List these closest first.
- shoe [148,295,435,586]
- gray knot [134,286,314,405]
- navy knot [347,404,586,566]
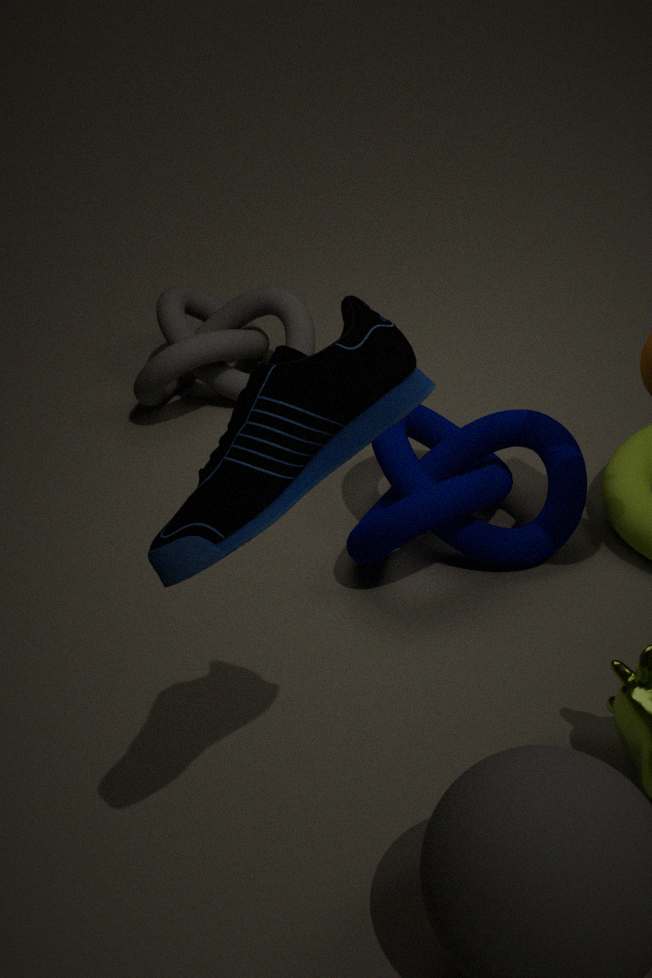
shoe [148,295,435,586], navy knot [347,404,586,566], gray knot [134,286,314,405]
